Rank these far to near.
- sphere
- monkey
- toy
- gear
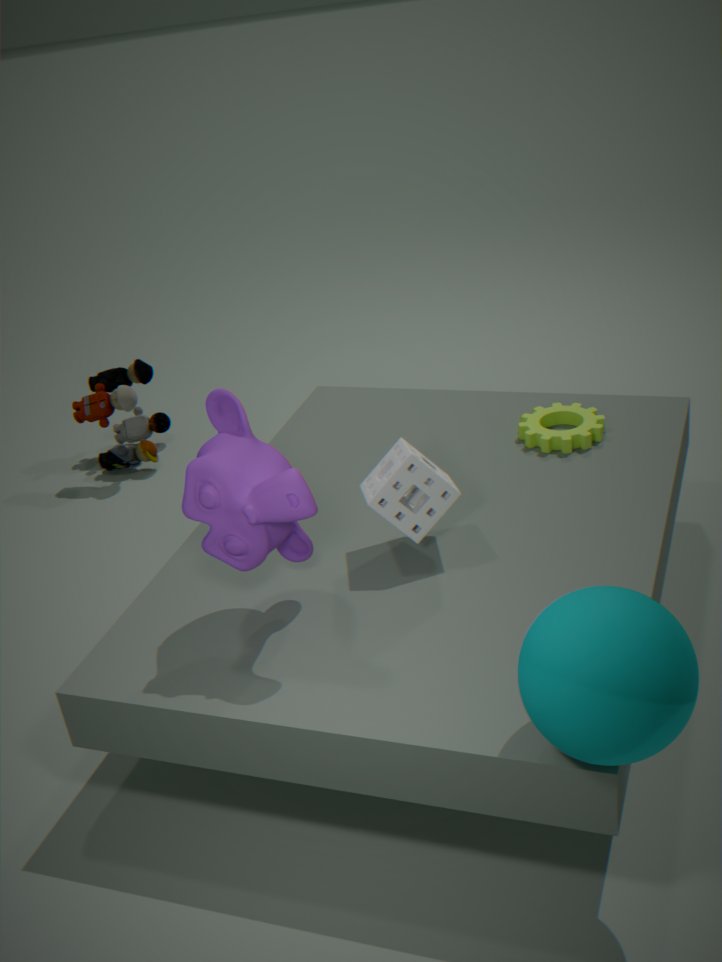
toy
gear
monkey
sphere
